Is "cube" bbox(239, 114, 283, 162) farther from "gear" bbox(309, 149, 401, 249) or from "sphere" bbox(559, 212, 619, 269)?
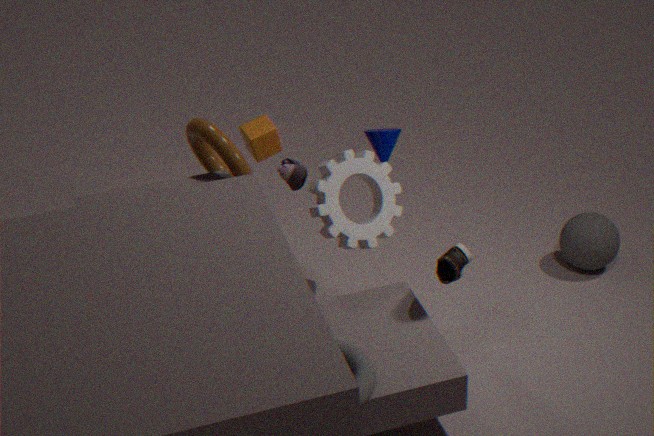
"sphere" bbox(559, 212, 619, 269)
